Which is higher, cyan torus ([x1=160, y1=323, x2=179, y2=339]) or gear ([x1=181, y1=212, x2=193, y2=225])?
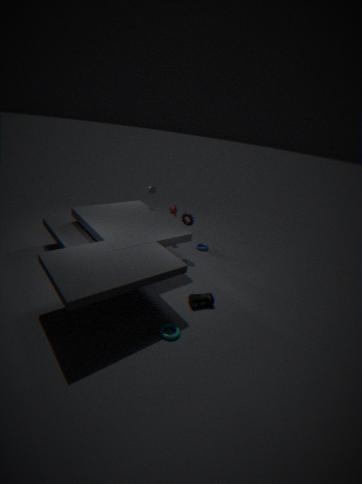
gear ([x1=181, y1=212, x2=193, y2=225])
